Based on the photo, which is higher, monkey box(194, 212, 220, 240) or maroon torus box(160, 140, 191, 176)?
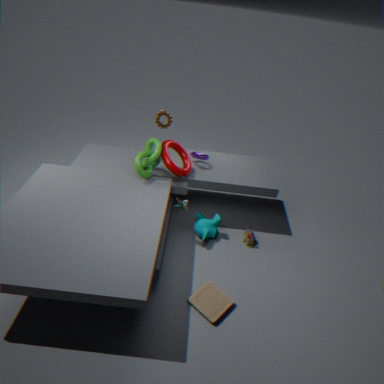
maroon torus box(160, 140, 191, 176)
